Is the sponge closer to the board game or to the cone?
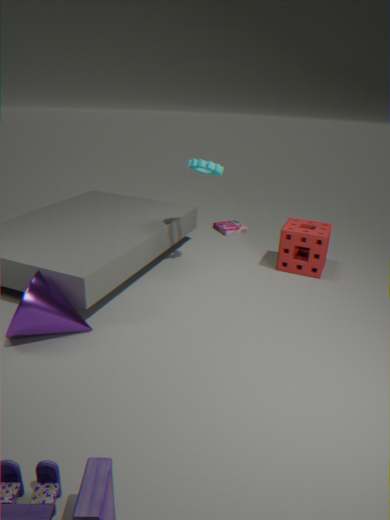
the board game
